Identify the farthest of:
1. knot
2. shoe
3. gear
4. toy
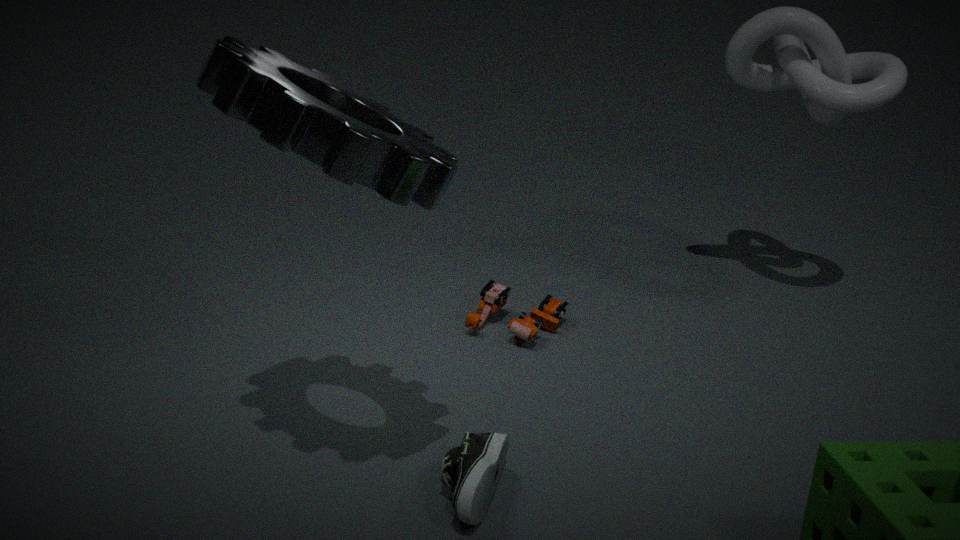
knot
